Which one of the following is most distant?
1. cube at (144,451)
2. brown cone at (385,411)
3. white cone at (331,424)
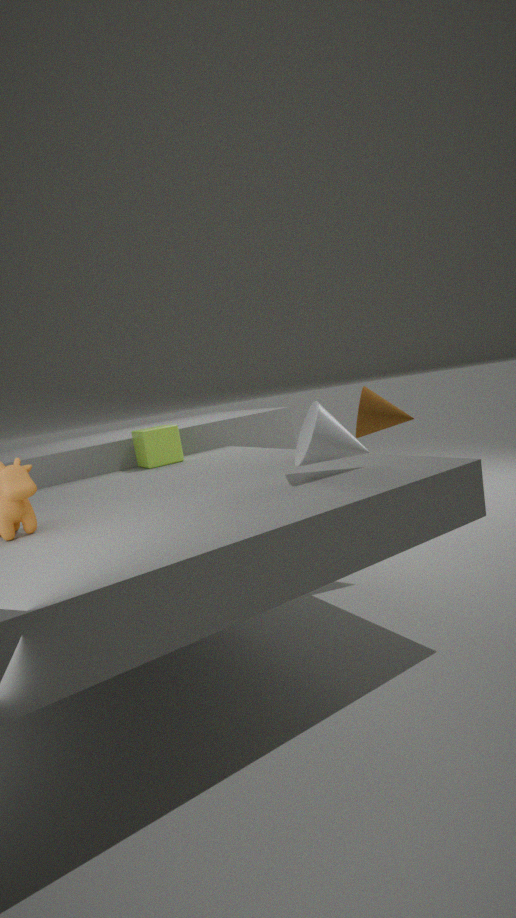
cube at (144,451)
